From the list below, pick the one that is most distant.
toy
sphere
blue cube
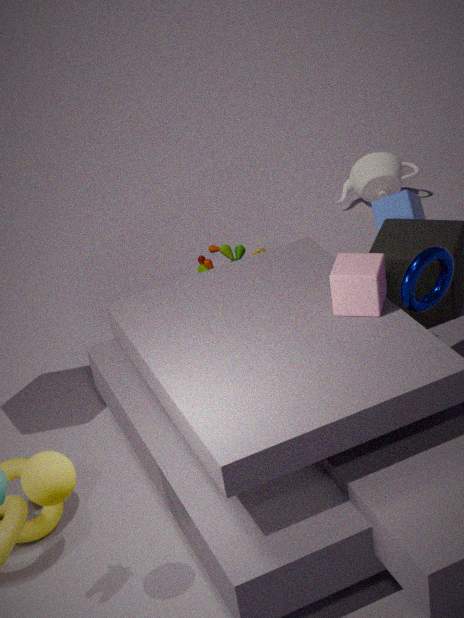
toy
